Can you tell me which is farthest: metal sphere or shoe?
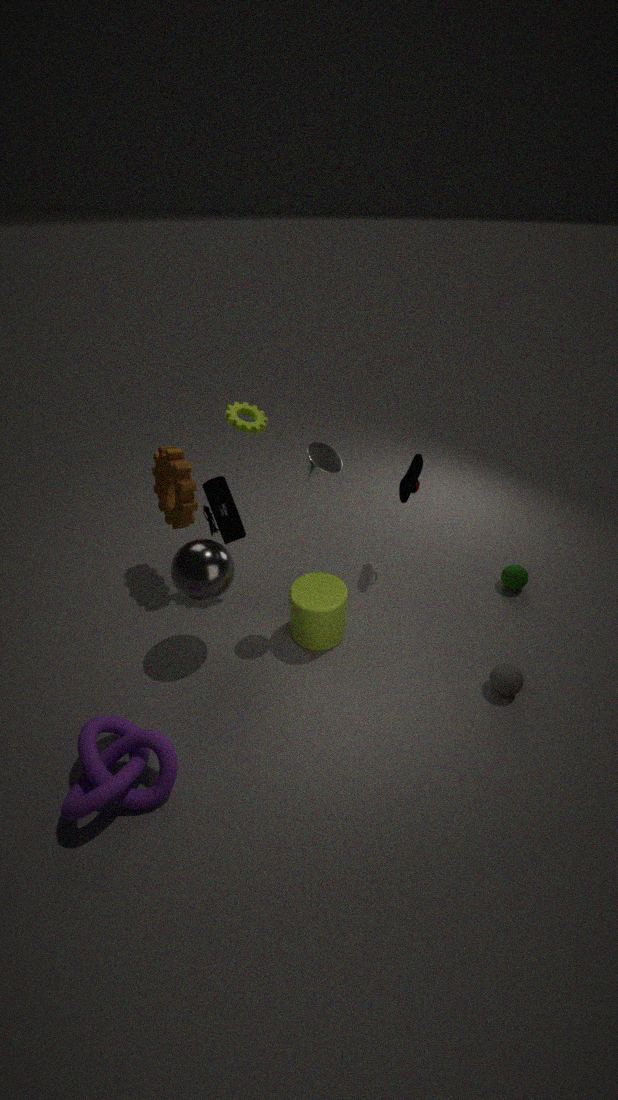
shoe
